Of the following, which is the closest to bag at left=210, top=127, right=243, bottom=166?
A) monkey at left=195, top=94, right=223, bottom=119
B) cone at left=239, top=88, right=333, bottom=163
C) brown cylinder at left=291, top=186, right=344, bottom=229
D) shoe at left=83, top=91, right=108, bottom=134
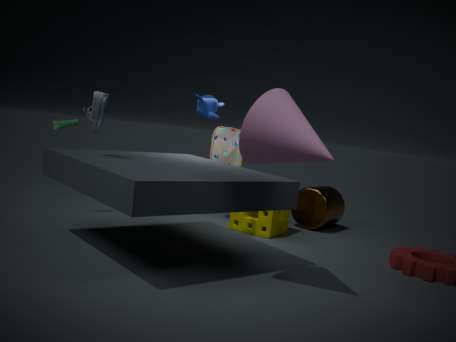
brown cylinder at left=291, top=186, right=344, bottom=229
